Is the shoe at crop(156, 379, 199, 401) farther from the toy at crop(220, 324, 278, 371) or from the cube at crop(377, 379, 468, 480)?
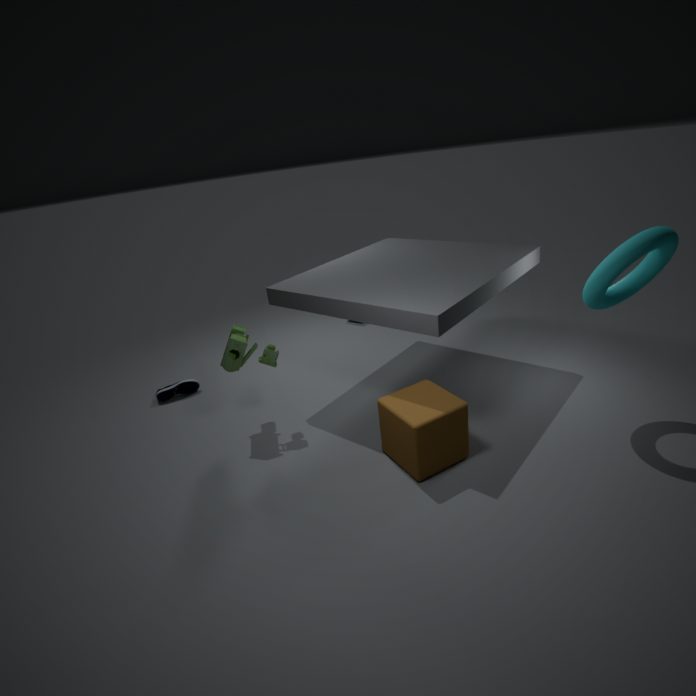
the cube at crop(377, 379, 468, 480)
